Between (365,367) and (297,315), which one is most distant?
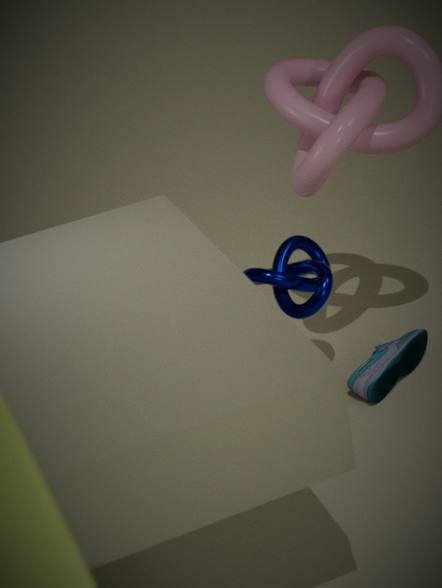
(365,367)
